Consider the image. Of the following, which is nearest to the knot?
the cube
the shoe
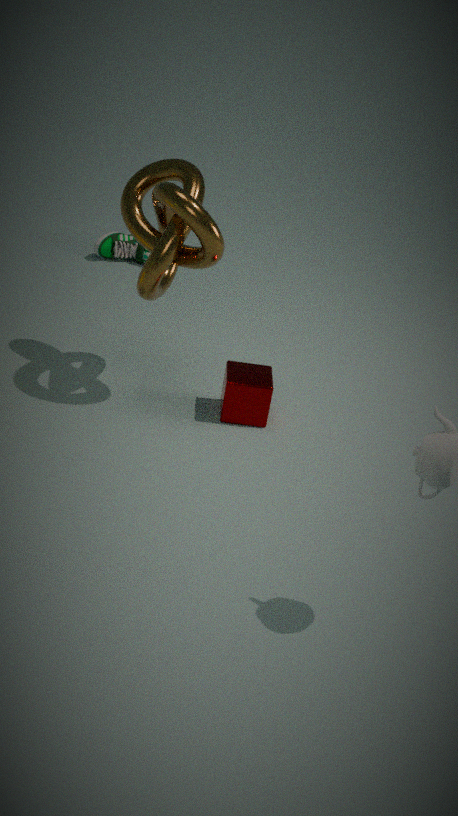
the cube
